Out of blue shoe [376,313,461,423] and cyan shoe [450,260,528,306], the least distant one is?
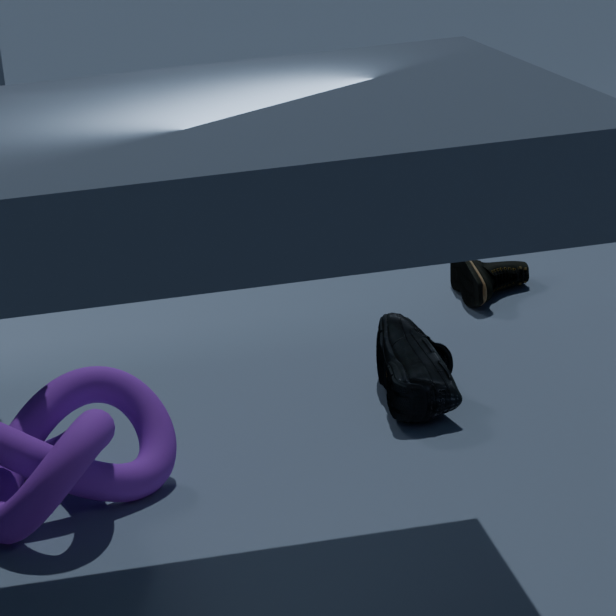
blue shoe [376,313,461,423]
